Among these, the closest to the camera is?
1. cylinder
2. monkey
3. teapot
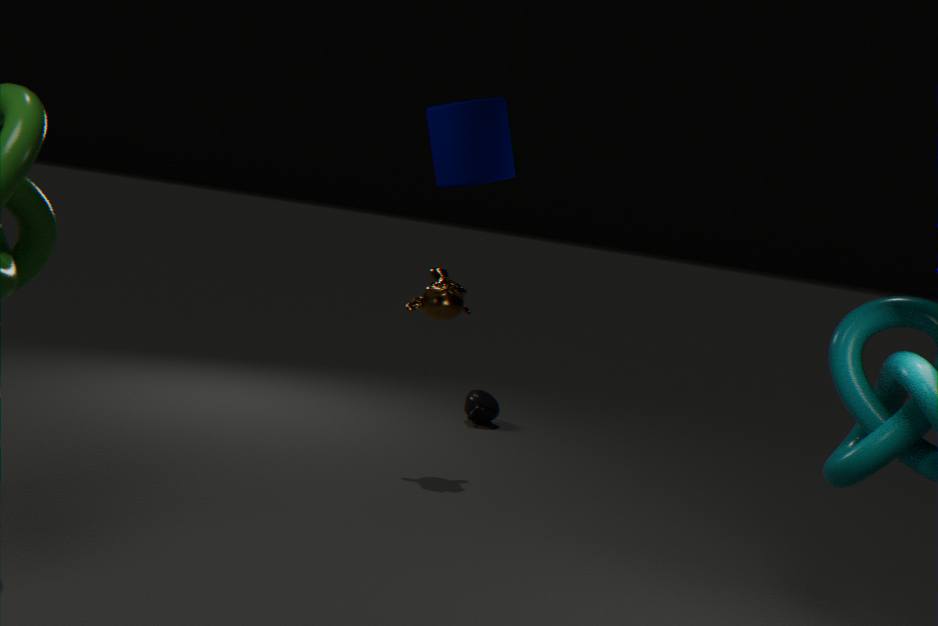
cylinder
